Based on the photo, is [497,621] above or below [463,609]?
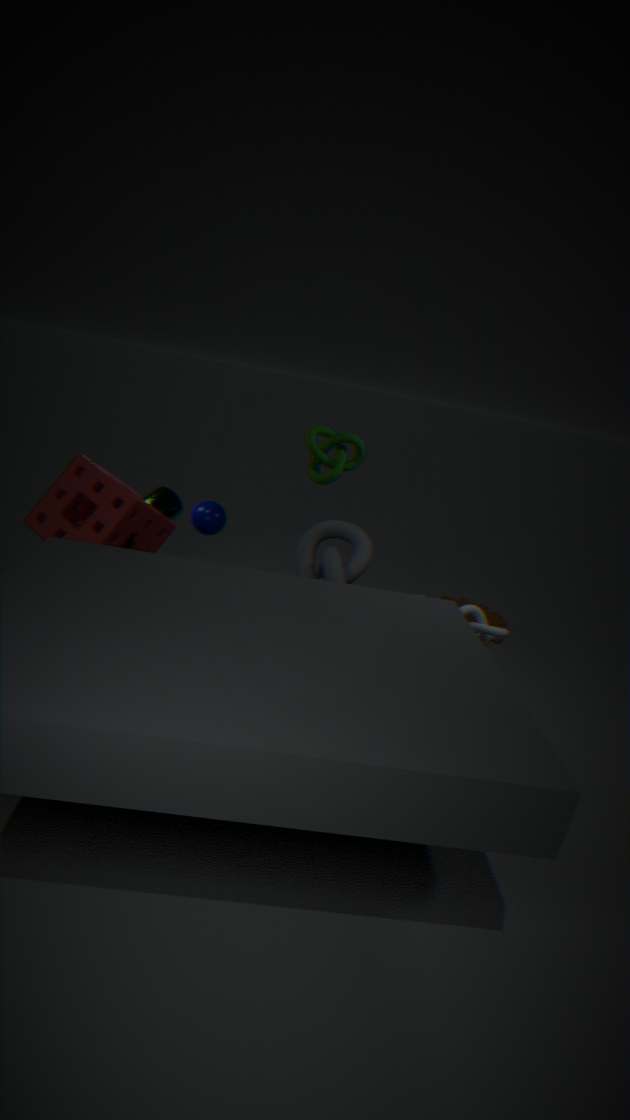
below
